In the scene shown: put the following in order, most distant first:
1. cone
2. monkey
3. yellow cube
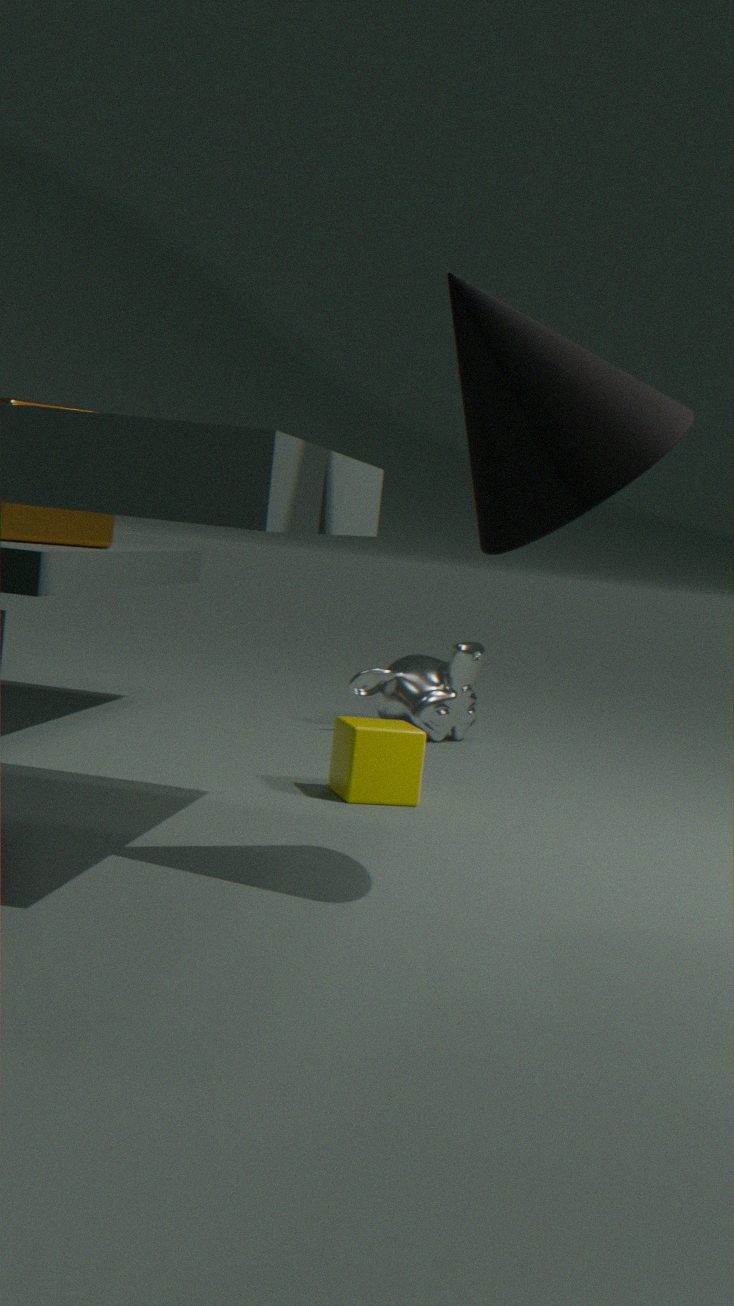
monkey < yellow cube < cone
